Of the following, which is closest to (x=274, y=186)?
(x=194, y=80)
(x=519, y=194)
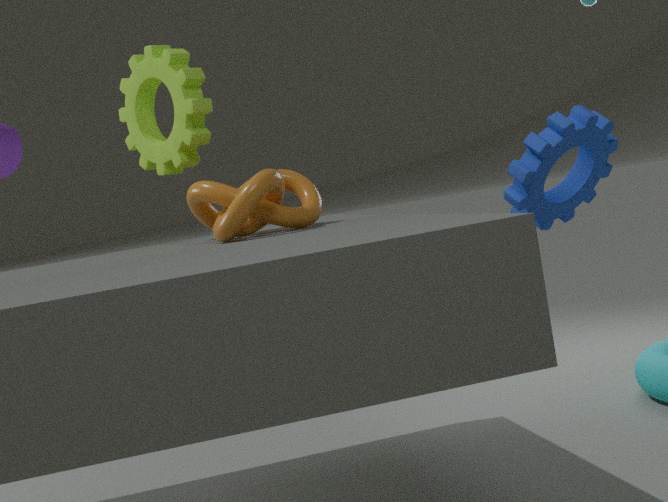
(x=194, y=80)
